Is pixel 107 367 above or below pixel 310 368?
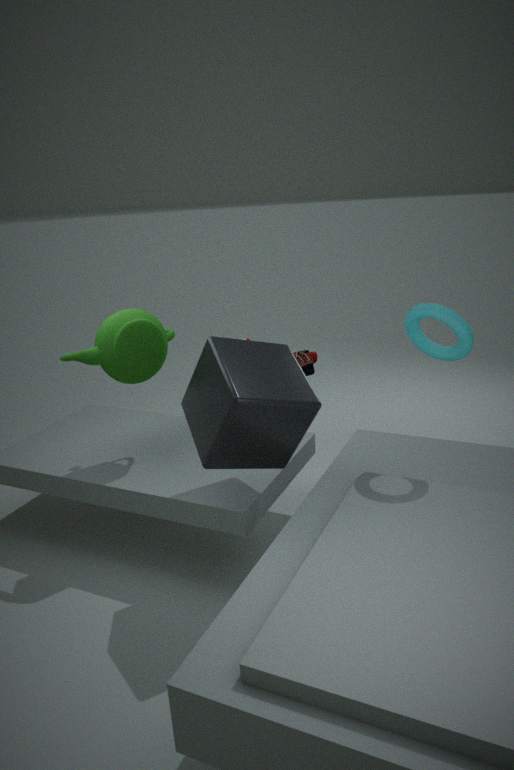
above
